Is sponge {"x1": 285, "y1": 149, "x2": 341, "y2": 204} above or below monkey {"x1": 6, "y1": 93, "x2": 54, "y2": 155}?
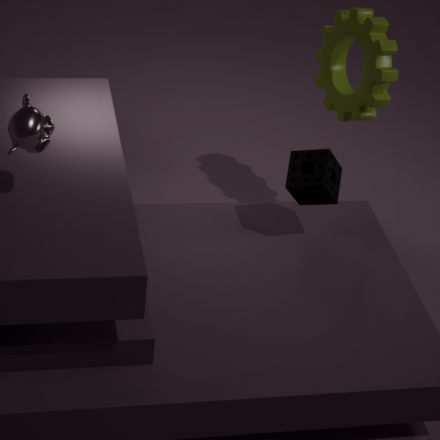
below
